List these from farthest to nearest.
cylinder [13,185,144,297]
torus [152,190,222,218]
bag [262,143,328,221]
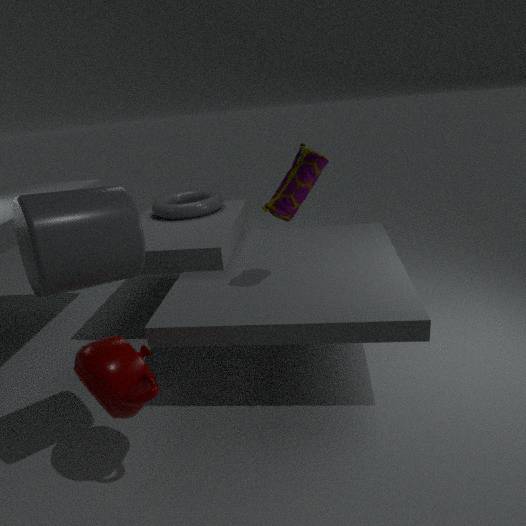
torus [152,190,222,218] < bag [262,143,328,221] < cylinder [13,185,144,297]
